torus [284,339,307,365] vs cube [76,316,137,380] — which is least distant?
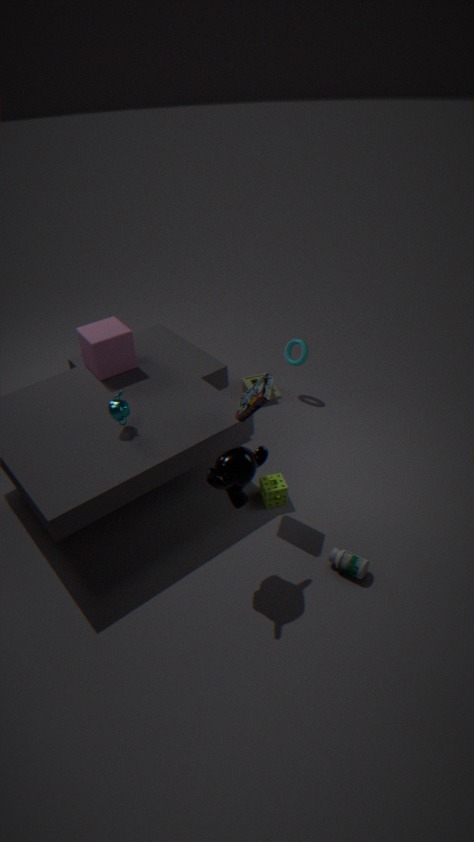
cube [76,316,137,380]
